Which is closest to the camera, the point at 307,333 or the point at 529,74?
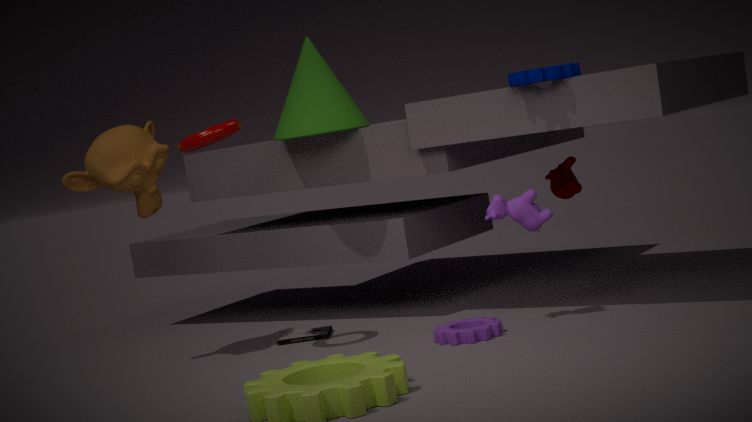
the point at 529,74
